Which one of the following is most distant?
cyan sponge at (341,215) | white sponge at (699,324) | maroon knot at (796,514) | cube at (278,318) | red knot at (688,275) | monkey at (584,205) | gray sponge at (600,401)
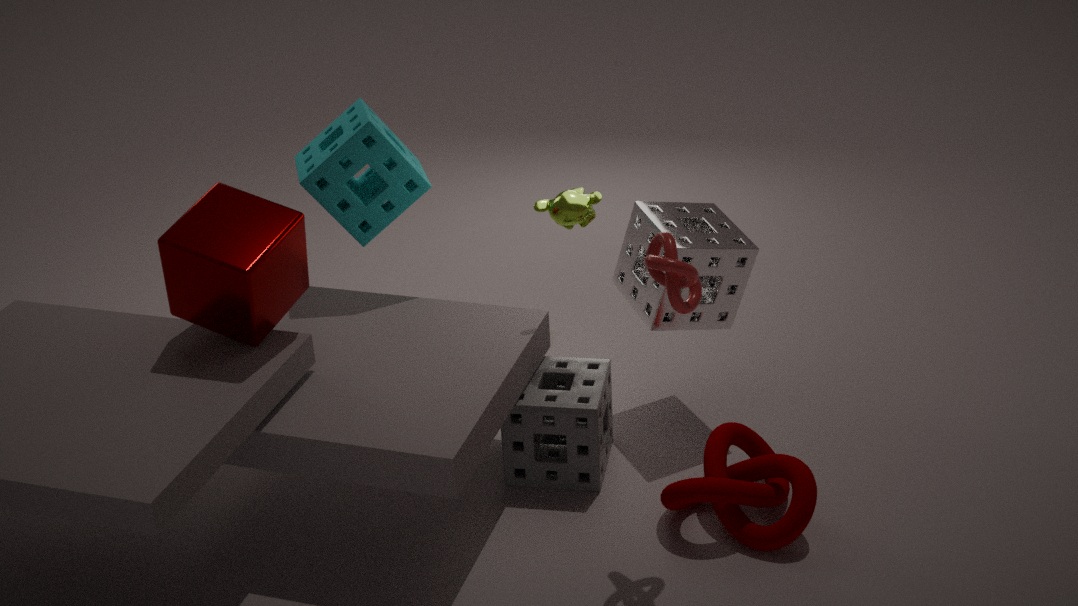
cyan sponge at (341,215)
